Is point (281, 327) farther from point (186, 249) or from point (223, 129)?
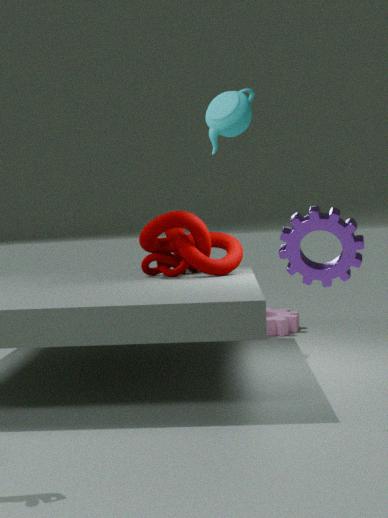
point (223, 129)
